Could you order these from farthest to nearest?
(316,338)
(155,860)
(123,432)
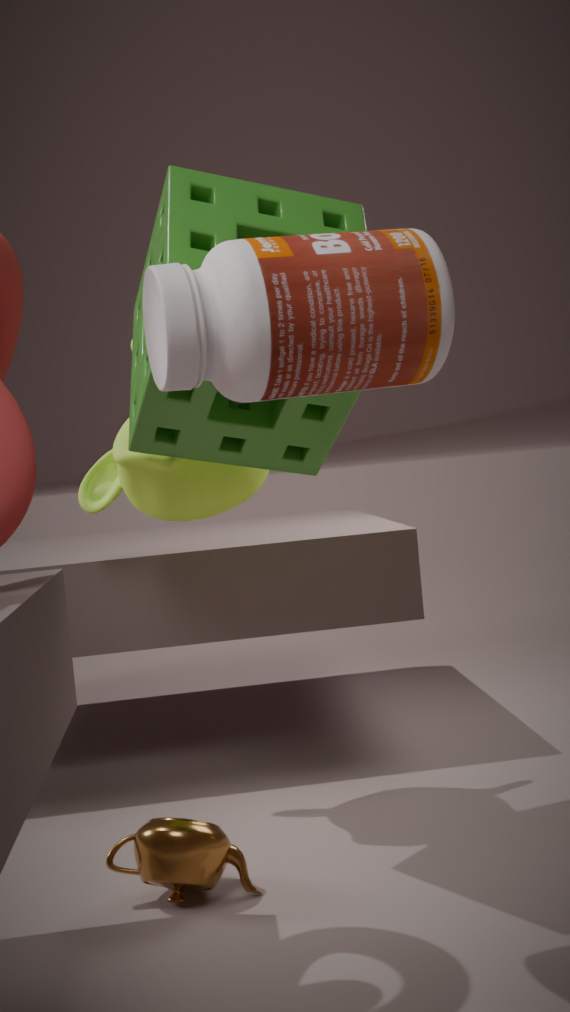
(123,432) → (155,860) → (316,338)
